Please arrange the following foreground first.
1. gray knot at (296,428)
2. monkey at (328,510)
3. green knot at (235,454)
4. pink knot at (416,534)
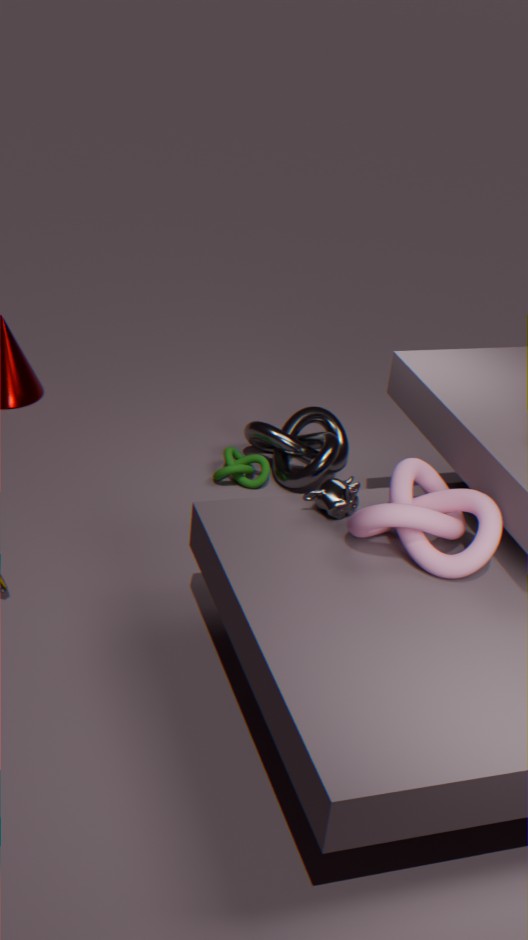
pink knot at (416,534), monkey at (328,510), gray knot at (296,428), green knot at (235,454)
